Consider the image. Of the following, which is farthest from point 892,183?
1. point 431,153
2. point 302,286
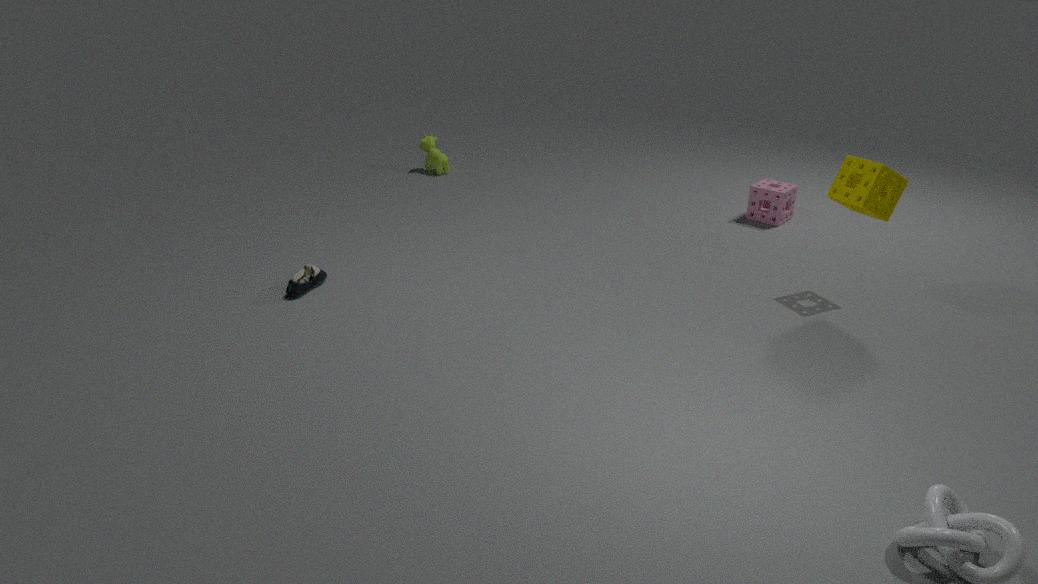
point 431,153
